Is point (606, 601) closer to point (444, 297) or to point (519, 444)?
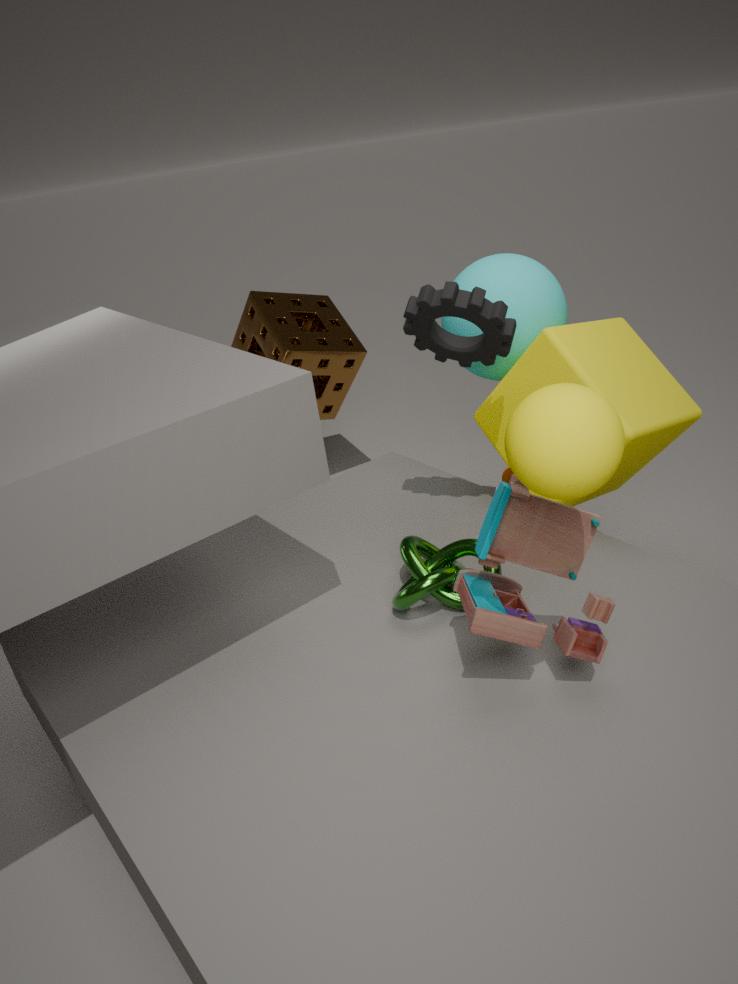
point (519, 444)
